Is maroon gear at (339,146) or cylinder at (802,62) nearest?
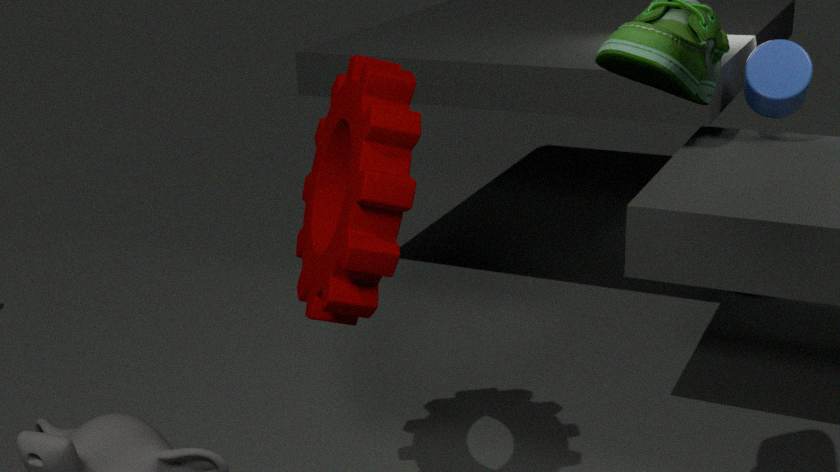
maroon gear at (339,146)
